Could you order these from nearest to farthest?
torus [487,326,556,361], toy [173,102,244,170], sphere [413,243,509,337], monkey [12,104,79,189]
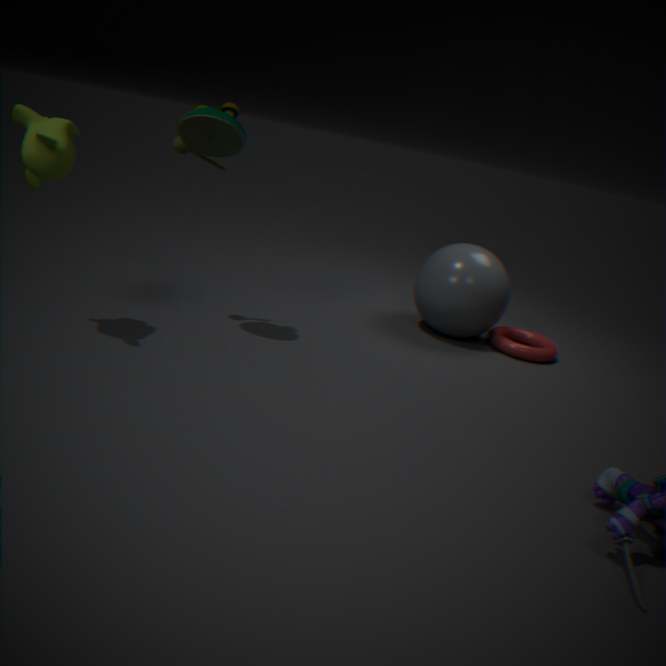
monkey [12,104,79,189], toy [173,102,244,170], sphere [413,243,509,337], torus [487,326,556,361]
